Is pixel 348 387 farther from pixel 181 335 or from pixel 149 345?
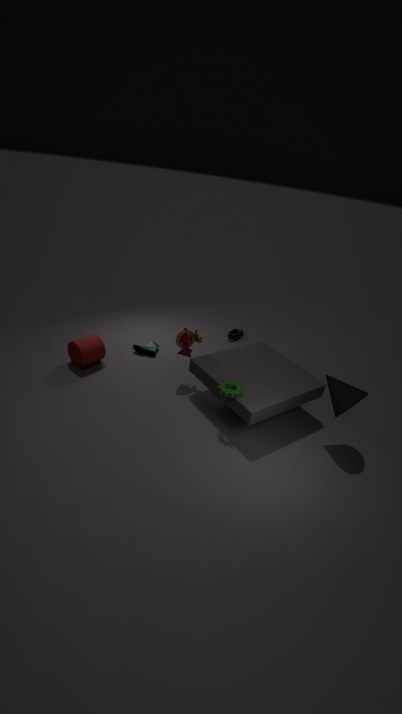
pixel 149 345
